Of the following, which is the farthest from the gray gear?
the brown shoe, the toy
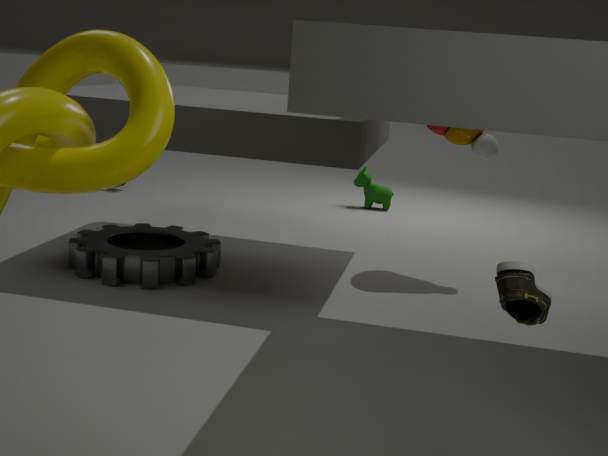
the brown shoe
